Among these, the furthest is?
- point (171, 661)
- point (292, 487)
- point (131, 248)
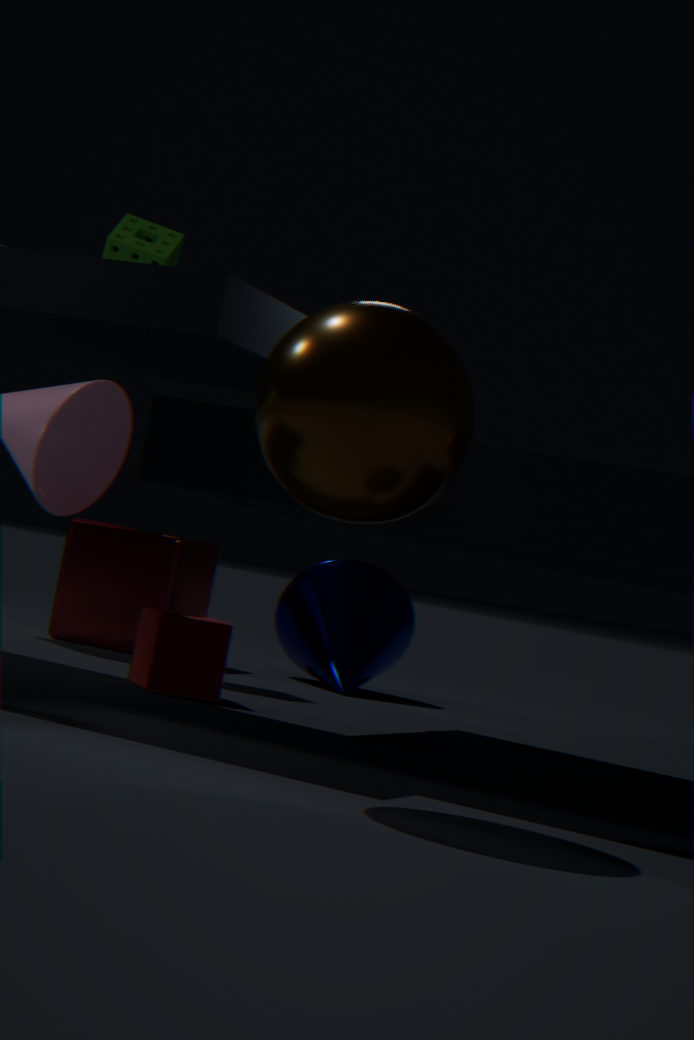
point (131, 248)
